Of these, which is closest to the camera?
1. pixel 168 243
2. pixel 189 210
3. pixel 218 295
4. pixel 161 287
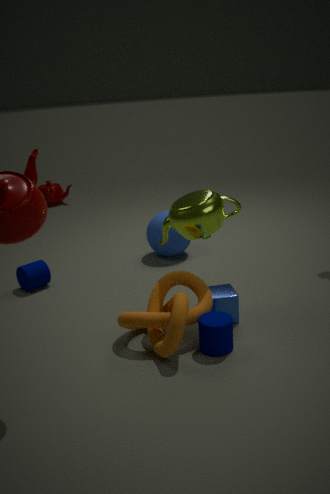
pixel 189 210
